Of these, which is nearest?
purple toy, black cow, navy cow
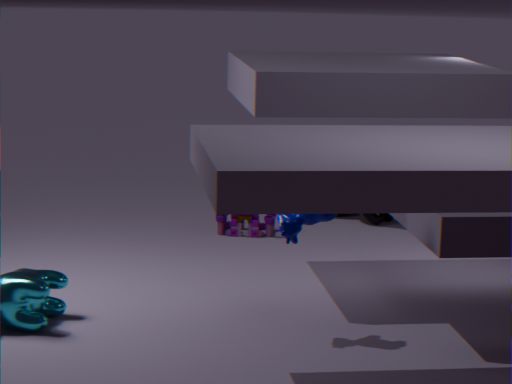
navy cow
